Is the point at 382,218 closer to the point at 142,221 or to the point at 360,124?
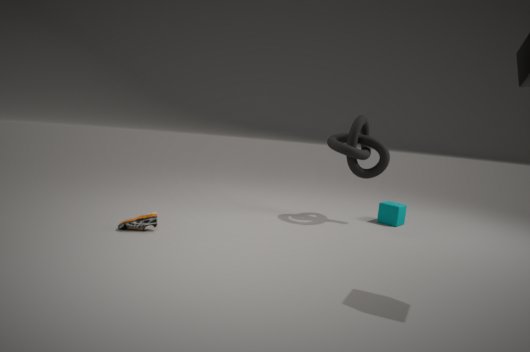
the point at 360,124
